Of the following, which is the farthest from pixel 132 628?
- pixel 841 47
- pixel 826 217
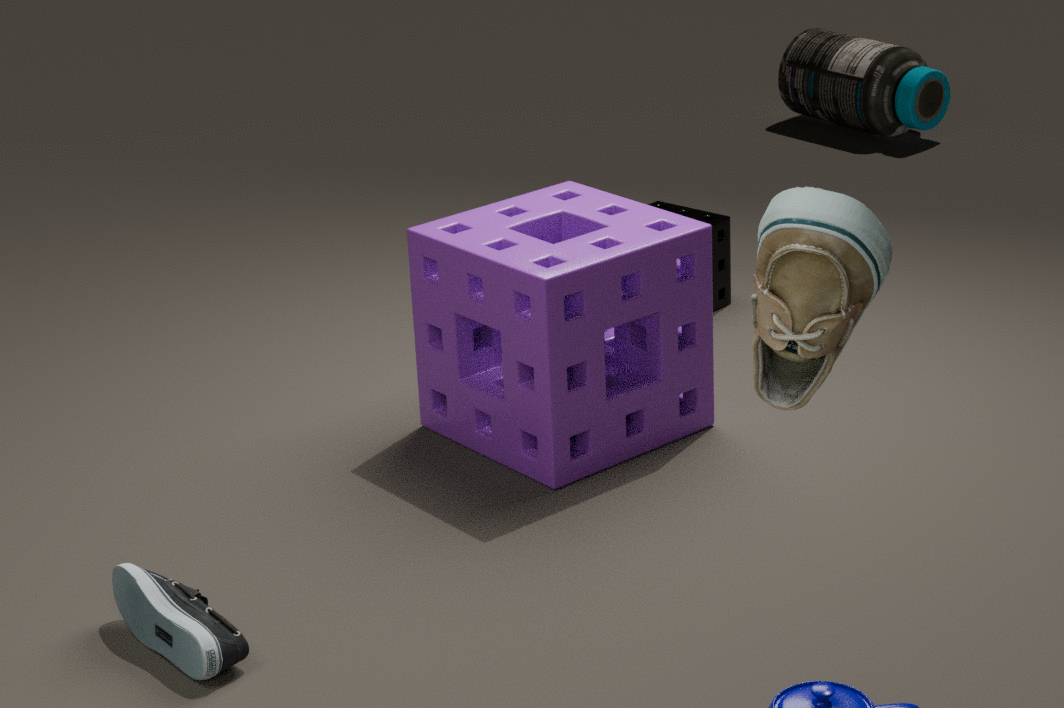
pixel 841 47
